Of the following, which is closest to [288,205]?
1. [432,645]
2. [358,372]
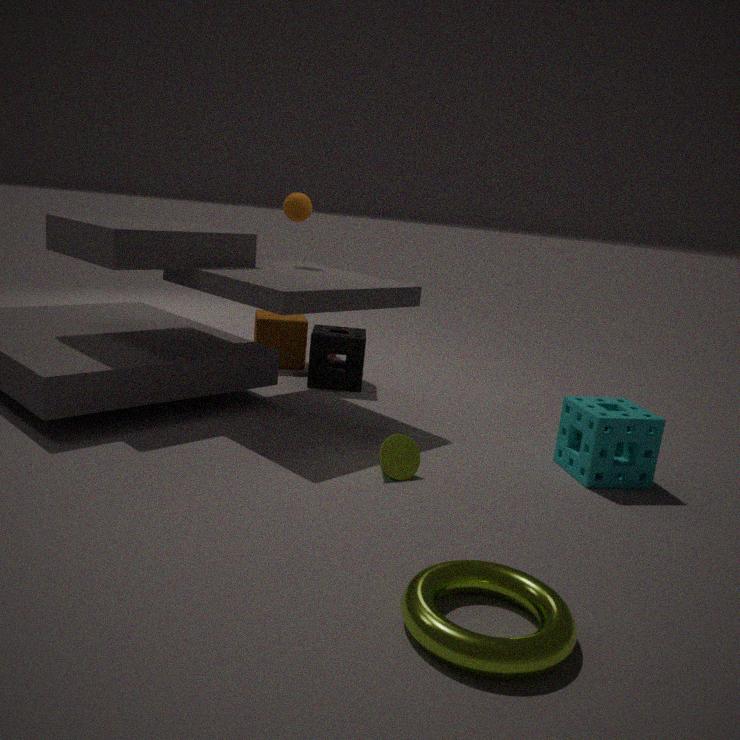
[358,372]
